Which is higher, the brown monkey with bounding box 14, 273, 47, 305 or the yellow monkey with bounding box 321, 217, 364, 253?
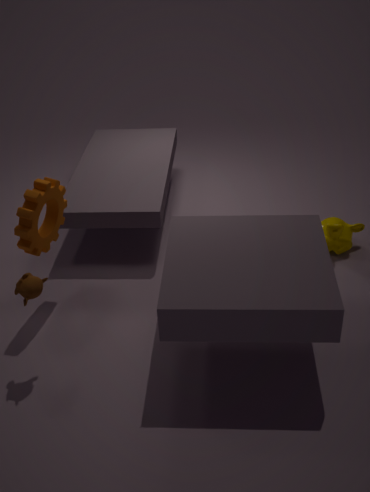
the brown monkey with bounding box 14, 273, 47, 305
